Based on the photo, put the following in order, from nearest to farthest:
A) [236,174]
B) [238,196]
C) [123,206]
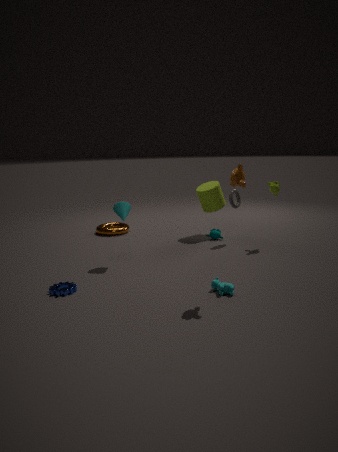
[236,174], [123,206], [238,196]
